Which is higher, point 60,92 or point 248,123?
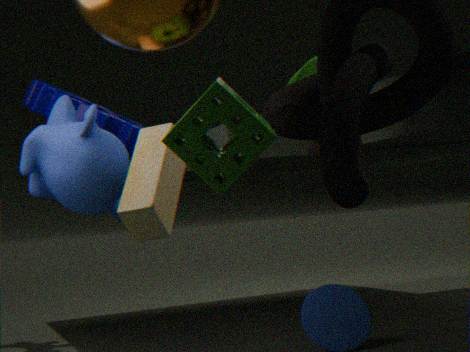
point 60,92
